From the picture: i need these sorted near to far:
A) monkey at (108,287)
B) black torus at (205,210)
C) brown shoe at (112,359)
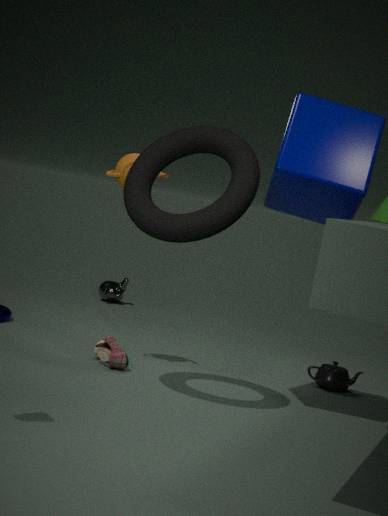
black torus at (205,210) → brown shoe at (112,359) → monkey at (108,287)
